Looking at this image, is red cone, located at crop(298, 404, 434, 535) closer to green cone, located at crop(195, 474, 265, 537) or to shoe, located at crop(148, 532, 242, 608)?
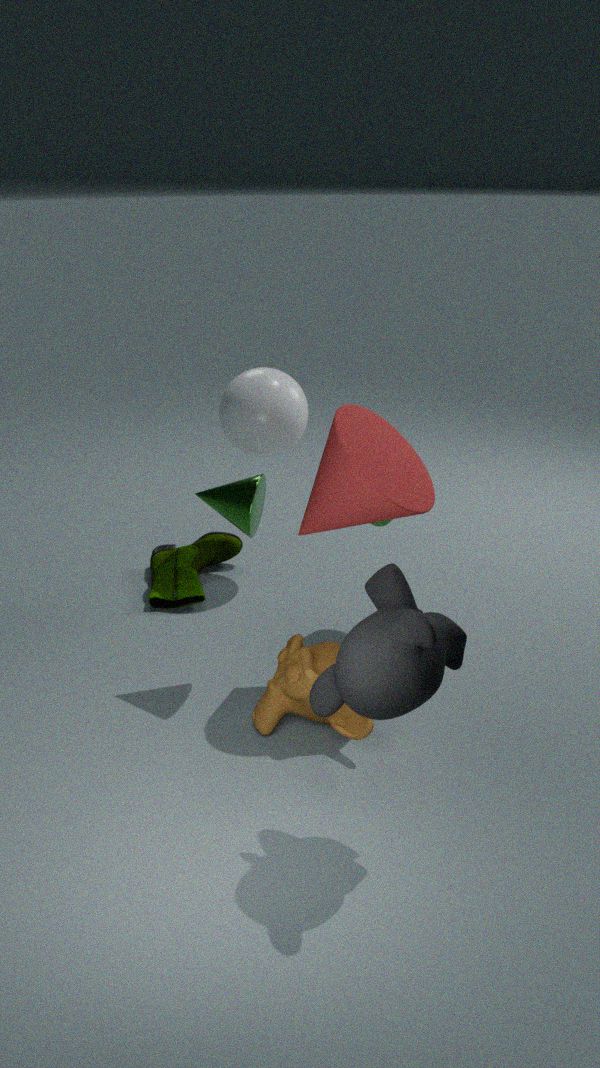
green cone, located at crop(195, 474, 265, 537)
